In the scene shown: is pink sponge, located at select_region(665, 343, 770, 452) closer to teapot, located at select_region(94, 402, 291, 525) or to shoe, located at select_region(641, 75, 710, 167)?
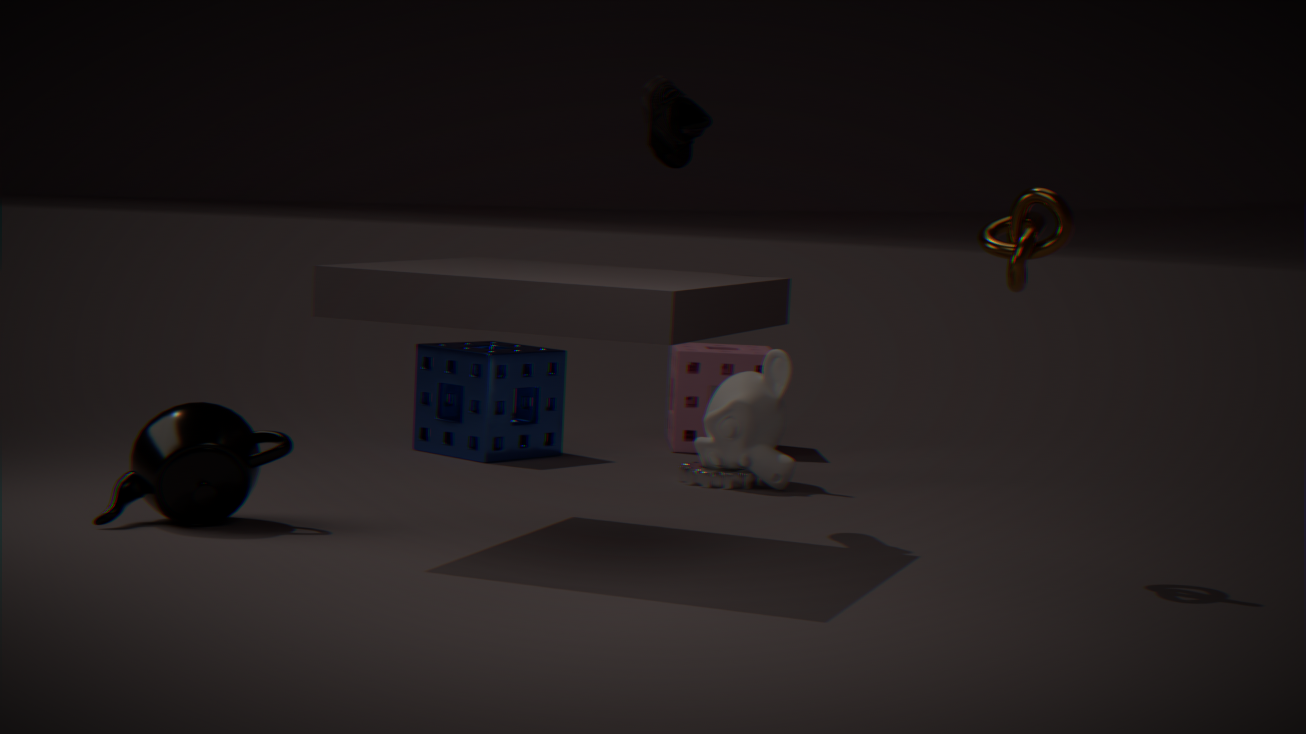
shoe, located at select_region(641, 75, 710, 167)
